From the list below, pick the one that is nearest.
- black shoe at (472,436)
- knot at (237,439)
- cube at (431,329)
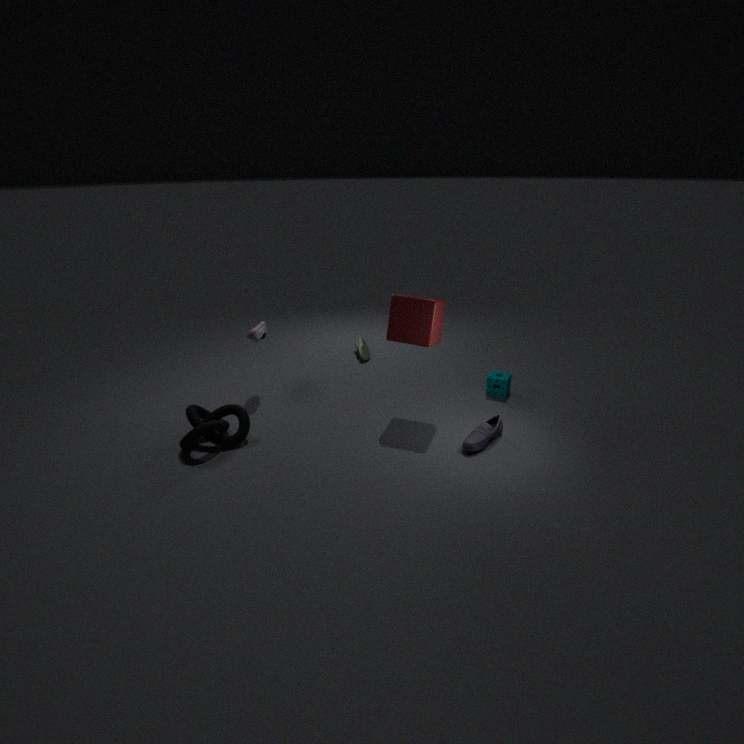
knot at (237,439)
